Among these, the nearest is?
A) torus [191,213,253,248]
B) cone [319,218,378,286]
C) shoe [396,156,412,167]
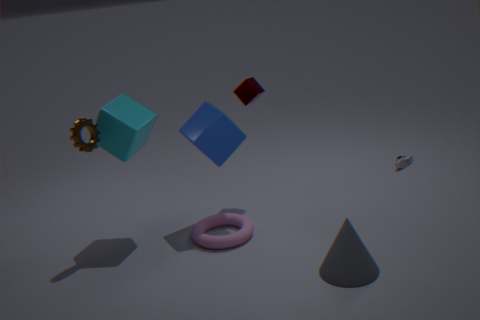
cone [319,218,378,286]
